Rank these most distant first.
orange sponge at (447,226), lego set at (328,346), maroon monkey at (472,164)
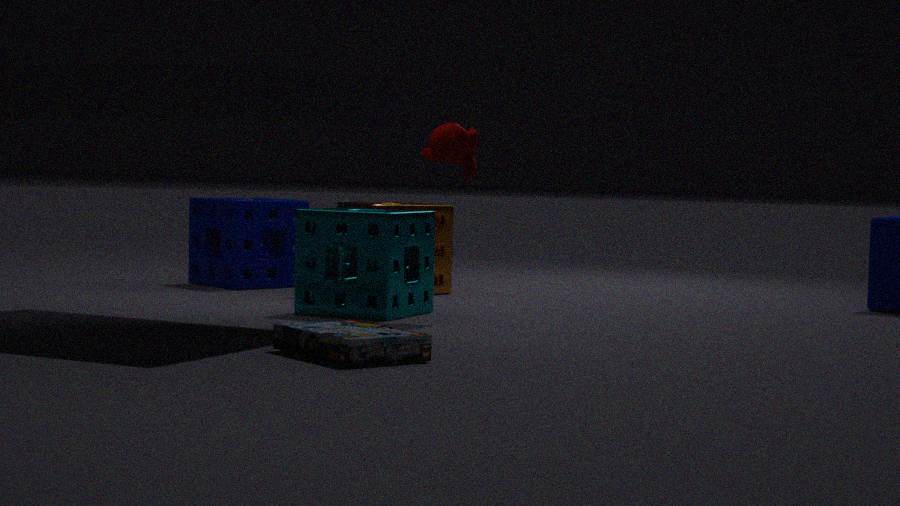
orange sponge at (447,226) < maroon monkey at (472,164) < lego set at (328,346)
